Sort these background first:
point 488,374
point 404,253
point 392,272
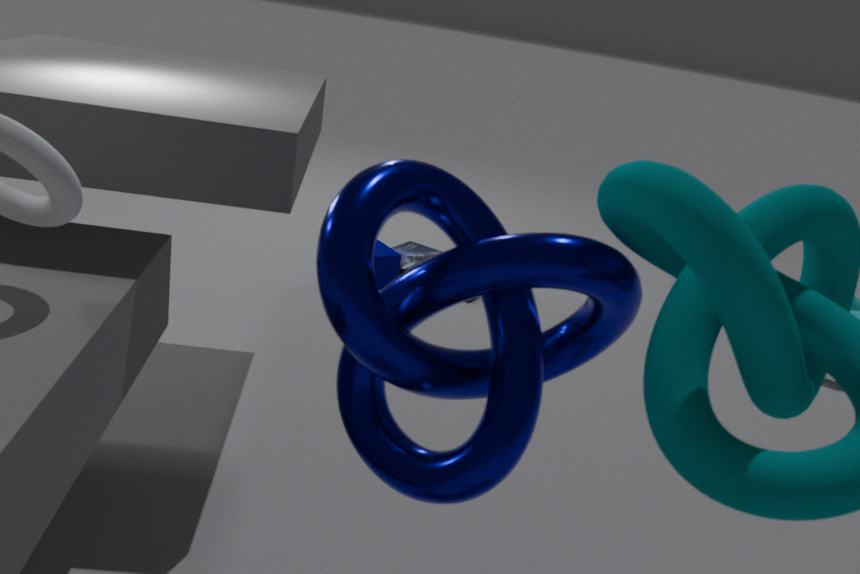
point 404,253
point 392,272
point 488,374
